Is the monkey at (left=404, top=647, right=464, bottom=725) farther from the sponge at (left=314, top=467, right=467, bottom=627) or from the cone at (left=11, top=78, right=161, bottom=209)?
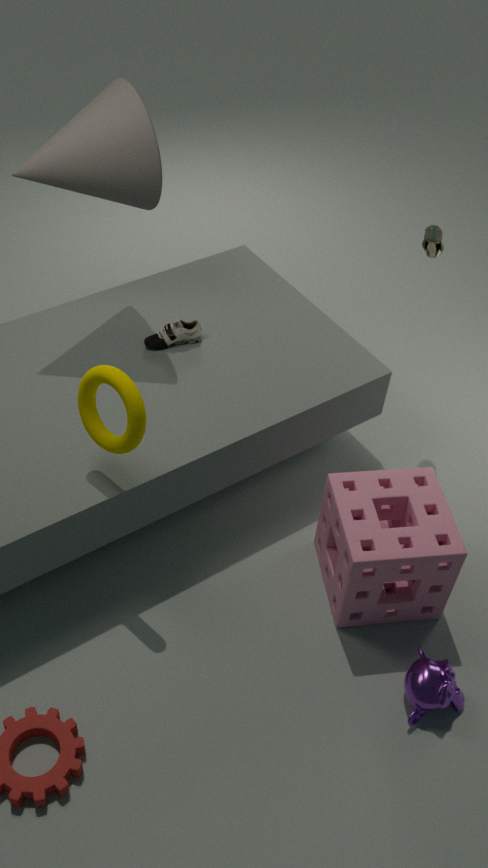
the cone at (left=11, top=78, right=161, bottom=209)
